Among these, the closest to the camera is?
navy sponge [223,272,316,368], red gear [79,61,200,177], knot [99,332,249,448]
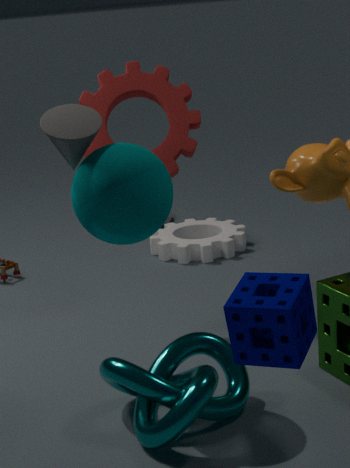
navy sponge [223,272,316,368]
